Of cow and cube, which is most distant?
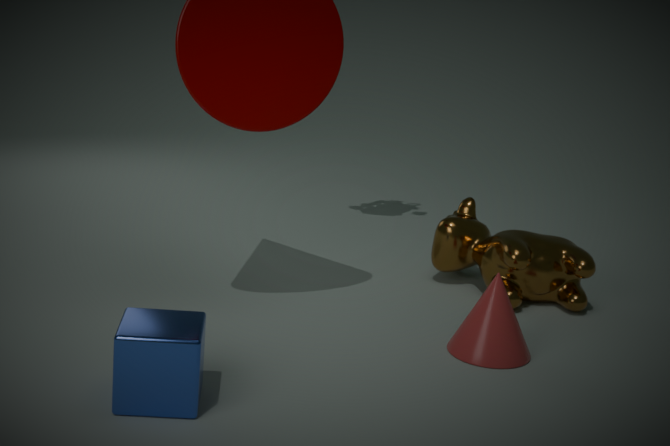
cow
